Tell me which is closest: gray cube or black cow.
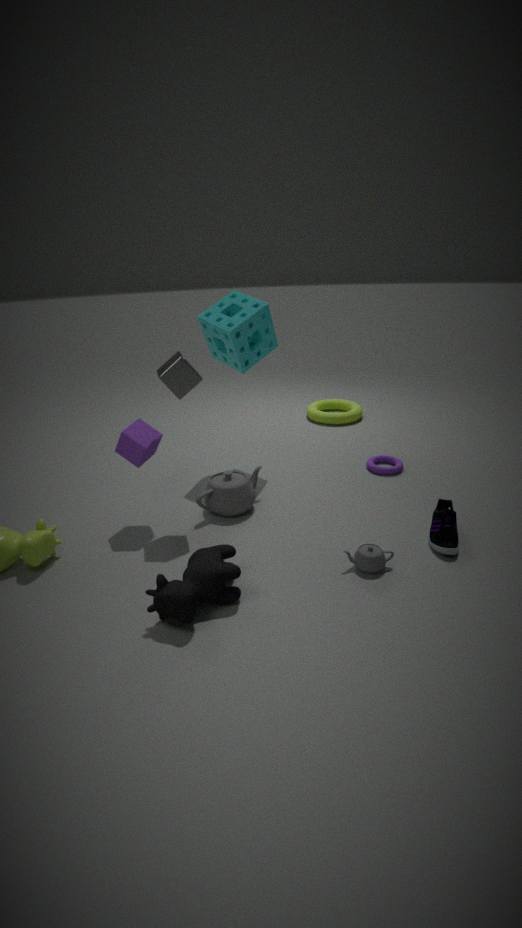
black cow
